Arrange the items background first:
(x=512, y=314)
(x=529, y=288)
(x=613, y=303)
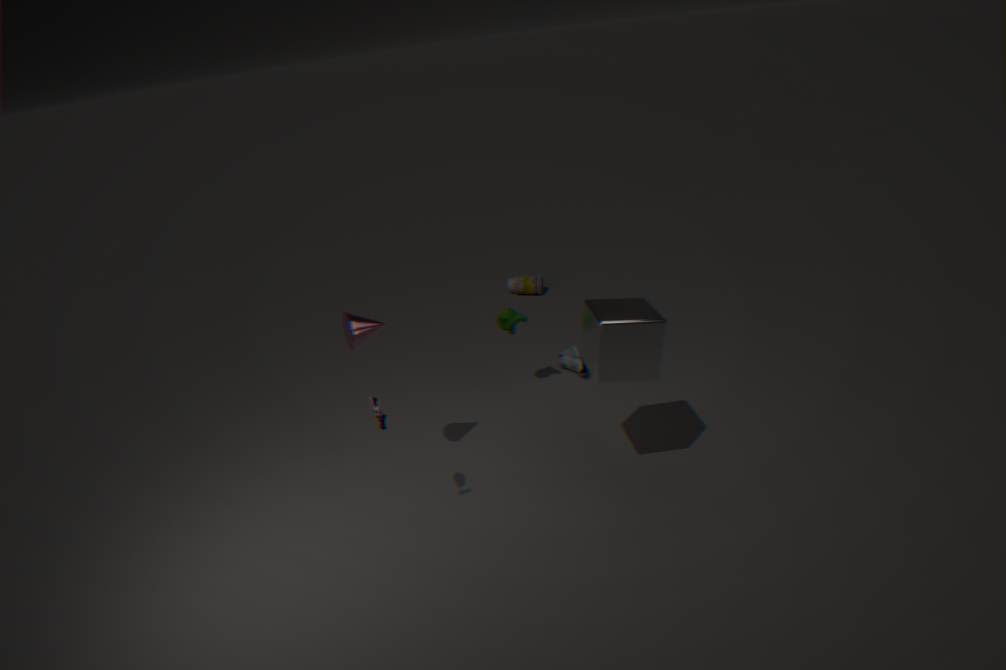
(x=529, y=288) < (x=512, y=314) < (x=613, y=303)
